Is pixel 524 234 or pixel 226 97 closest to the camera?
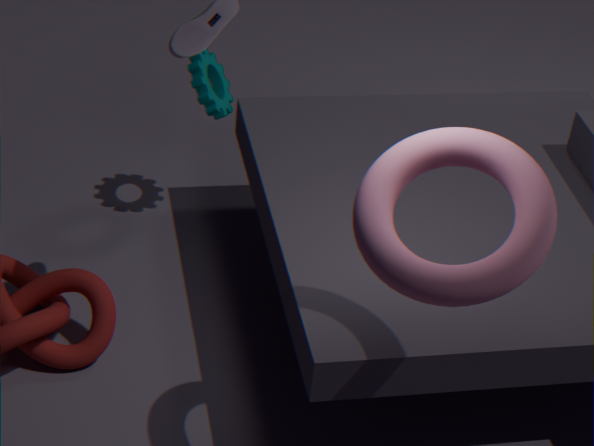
pixel 524 234
